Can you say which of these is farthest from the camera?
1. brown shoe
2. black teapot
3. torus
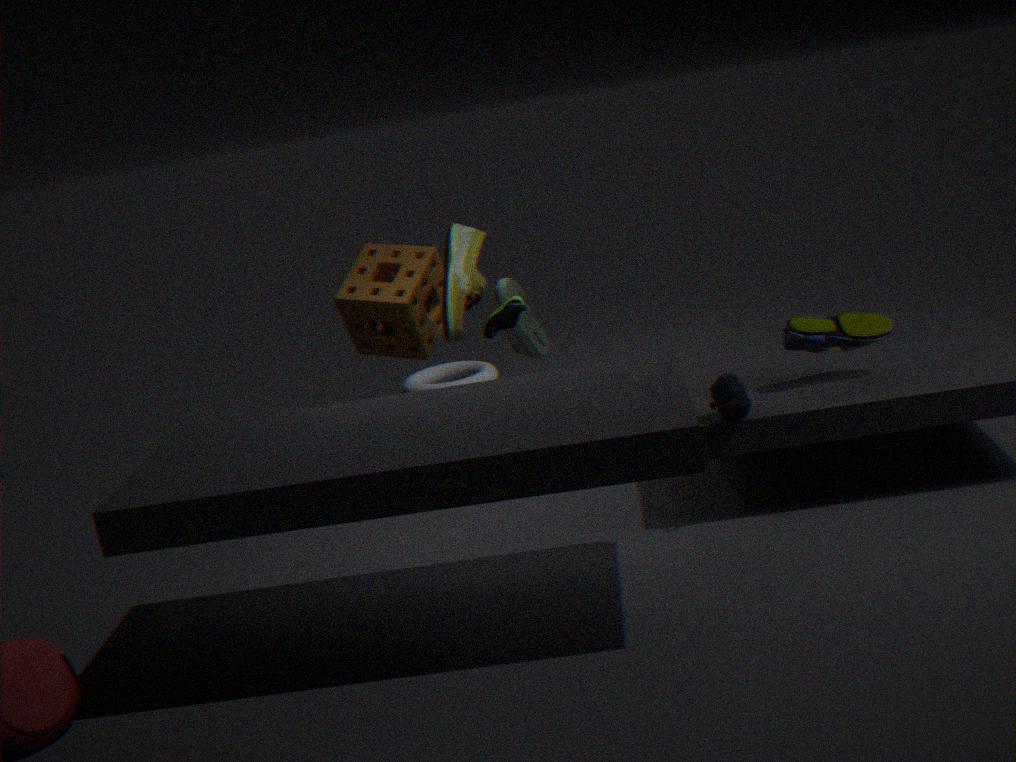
torus
